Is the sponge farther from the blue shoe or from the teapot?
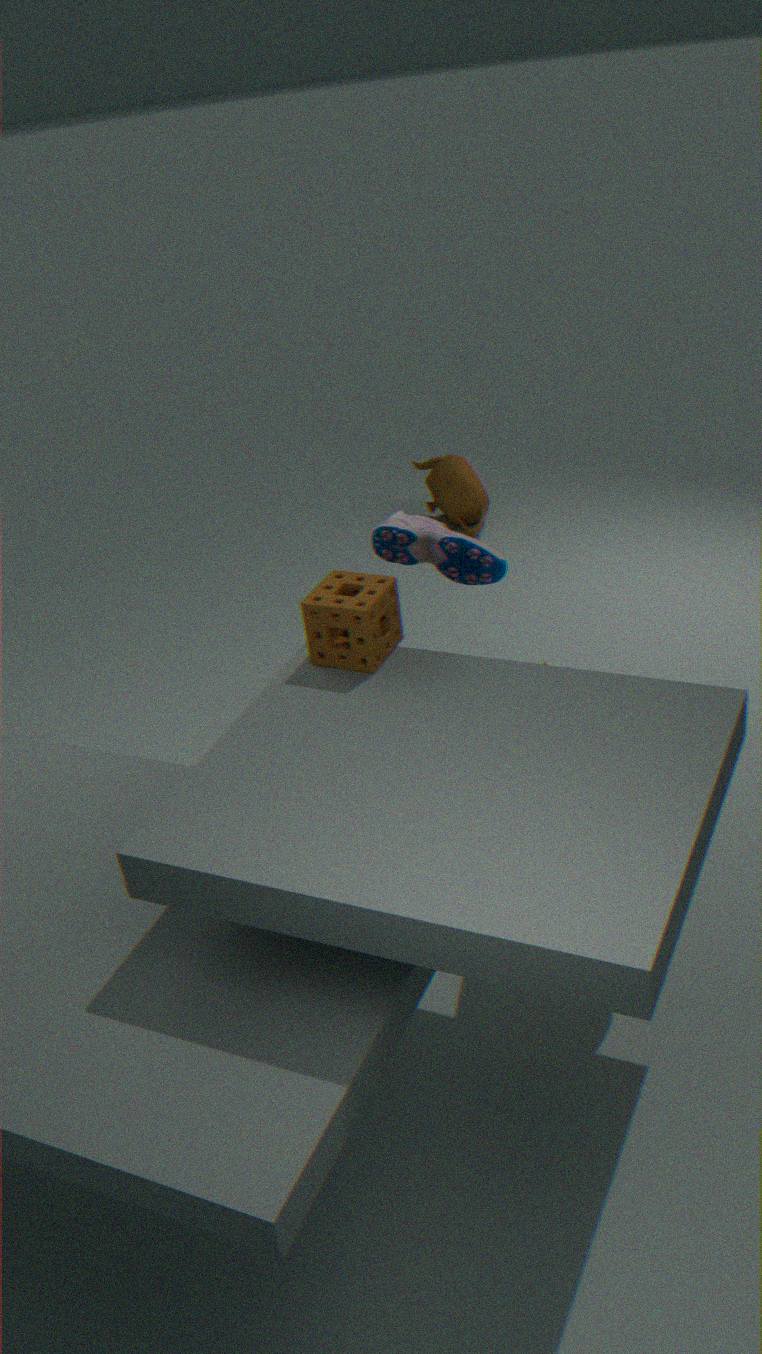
the teapot
